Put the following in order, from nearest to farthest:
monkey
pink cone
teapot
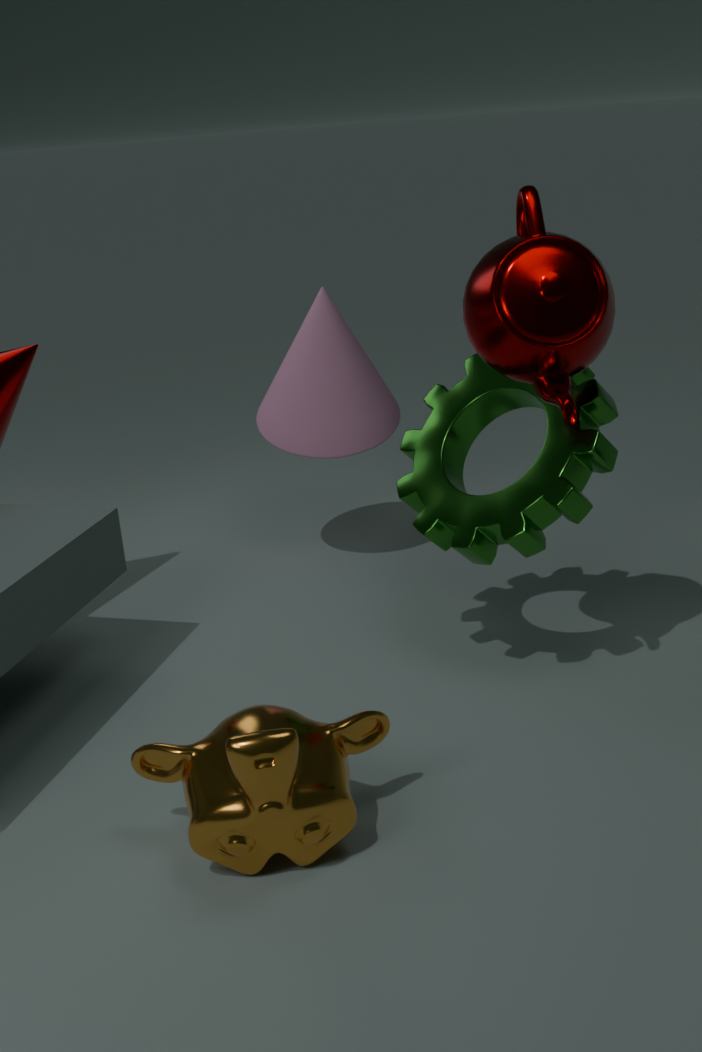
monkey
teapot
pink cone
